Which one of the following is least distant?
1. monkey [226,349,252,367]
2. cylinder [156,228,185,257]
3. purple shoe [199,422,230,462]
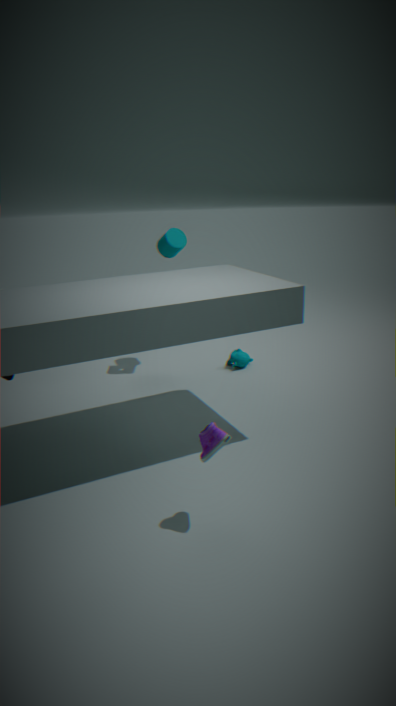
purple shoe [199,422,230,462]
